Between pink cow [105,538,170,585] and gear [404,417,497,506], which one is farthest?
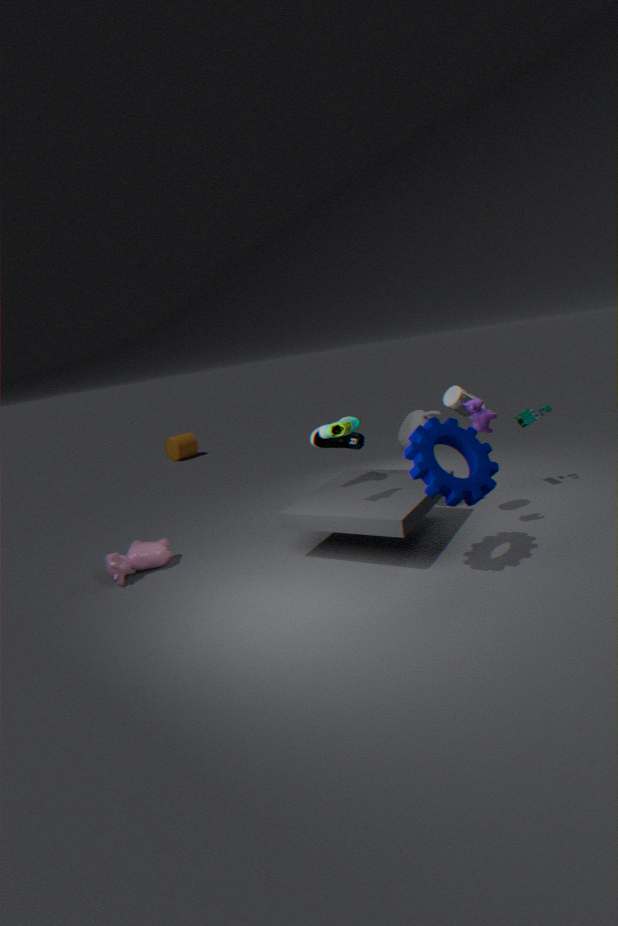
pink cow [105,538,170,585]
